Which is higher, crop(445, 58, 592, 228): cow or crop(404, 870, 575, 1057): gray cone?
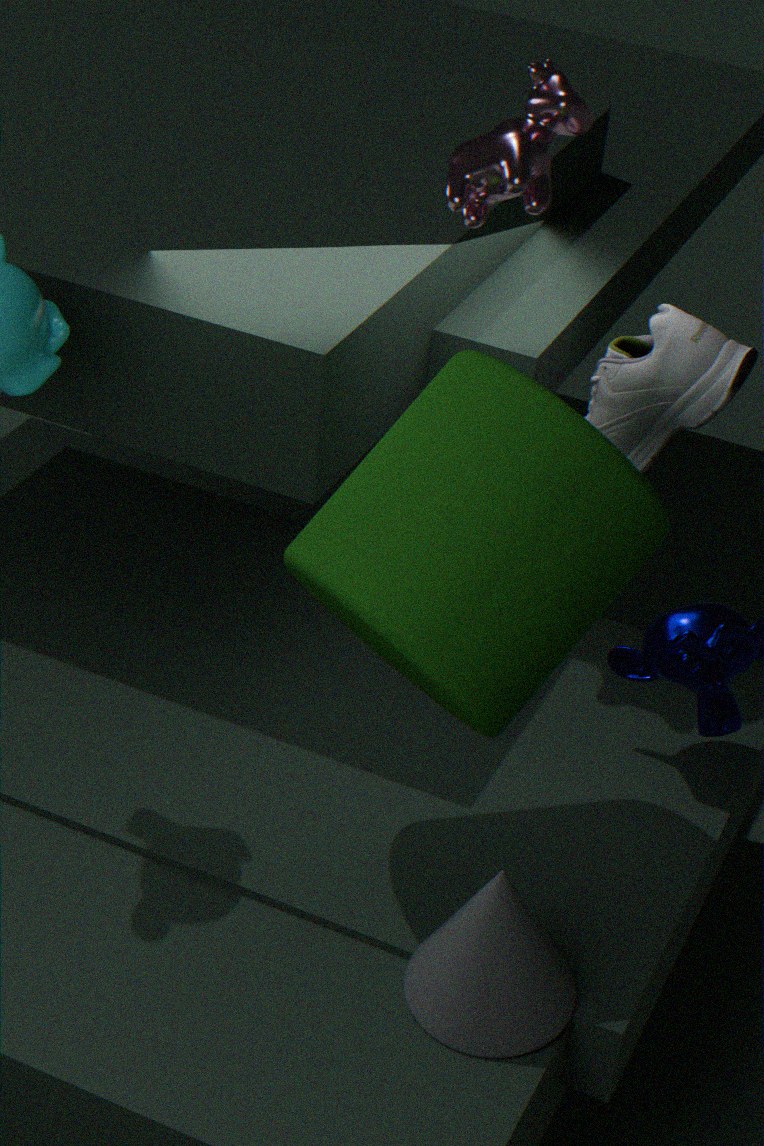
crop(445, 58, 592, 228): cow
